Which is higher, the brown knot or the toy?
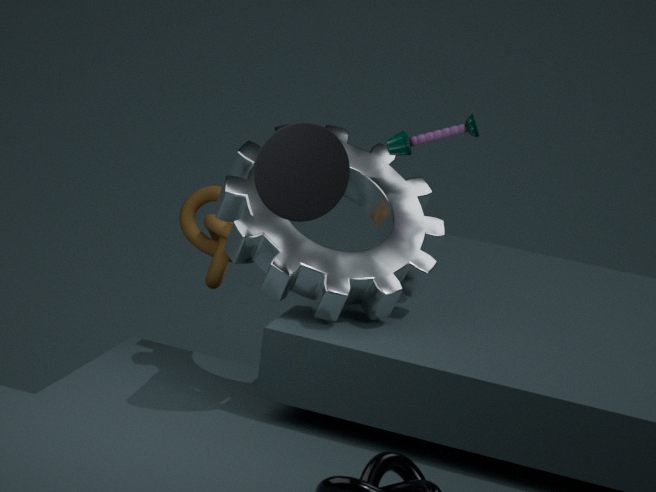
the toy
